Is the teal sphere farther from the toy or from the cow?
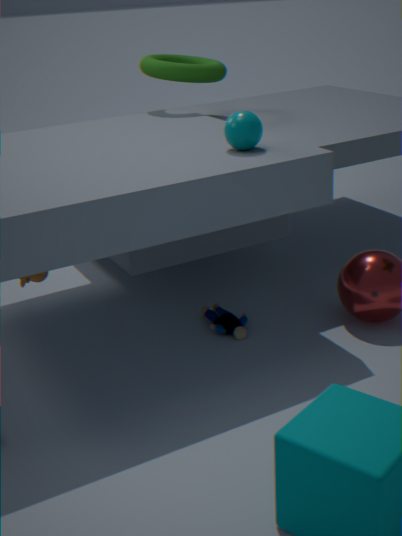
the cow
